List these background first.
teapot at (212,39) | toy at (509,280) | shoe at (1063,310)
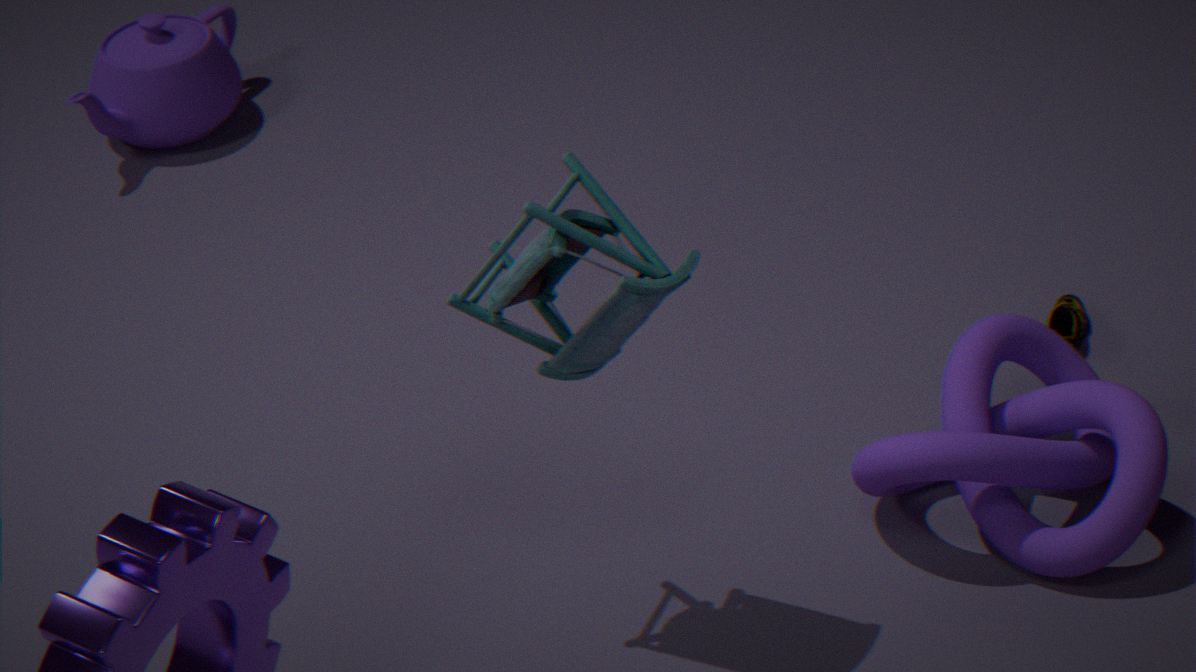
teapot at (212,39), shoe at (1063,310), toy at (509,280)
